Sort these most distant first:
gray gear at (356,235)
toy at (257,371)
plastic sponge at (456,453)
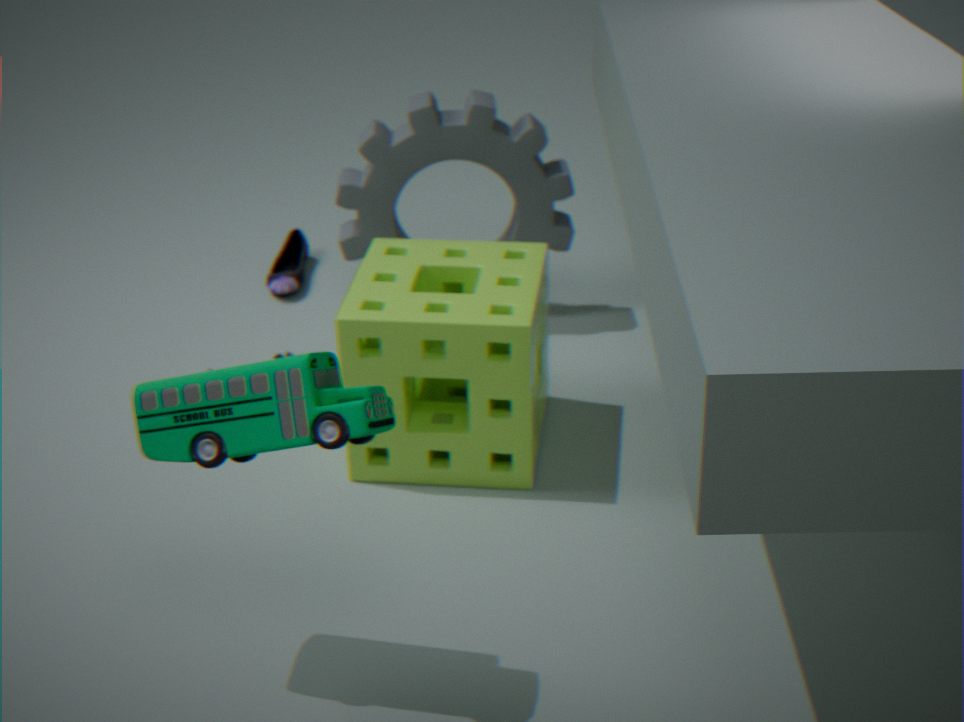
gray gear at (356,235), plastic sponge at (456,453), toy at (257,371)
